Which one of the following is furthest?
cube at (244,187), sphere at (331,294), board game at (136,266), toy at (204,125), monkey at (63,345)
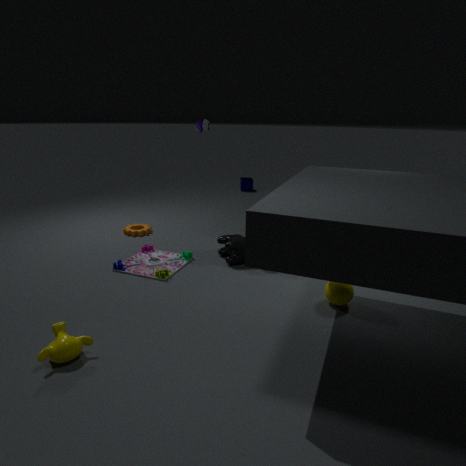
cube at (244,187)
